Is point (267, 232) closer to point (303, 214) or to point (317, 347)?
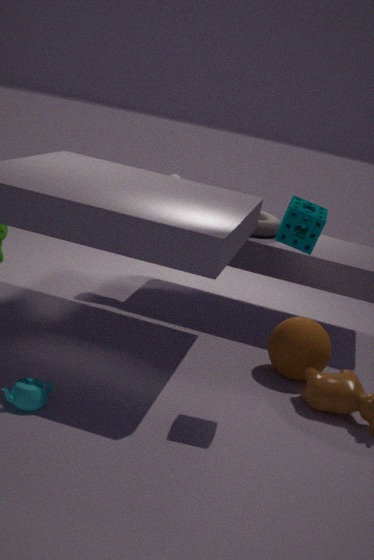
point (317, 347)
